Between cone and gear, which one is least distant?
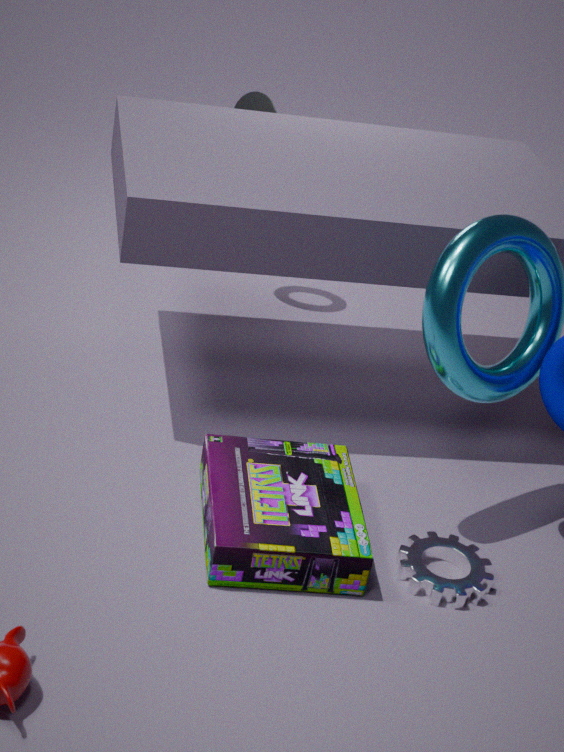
gear
